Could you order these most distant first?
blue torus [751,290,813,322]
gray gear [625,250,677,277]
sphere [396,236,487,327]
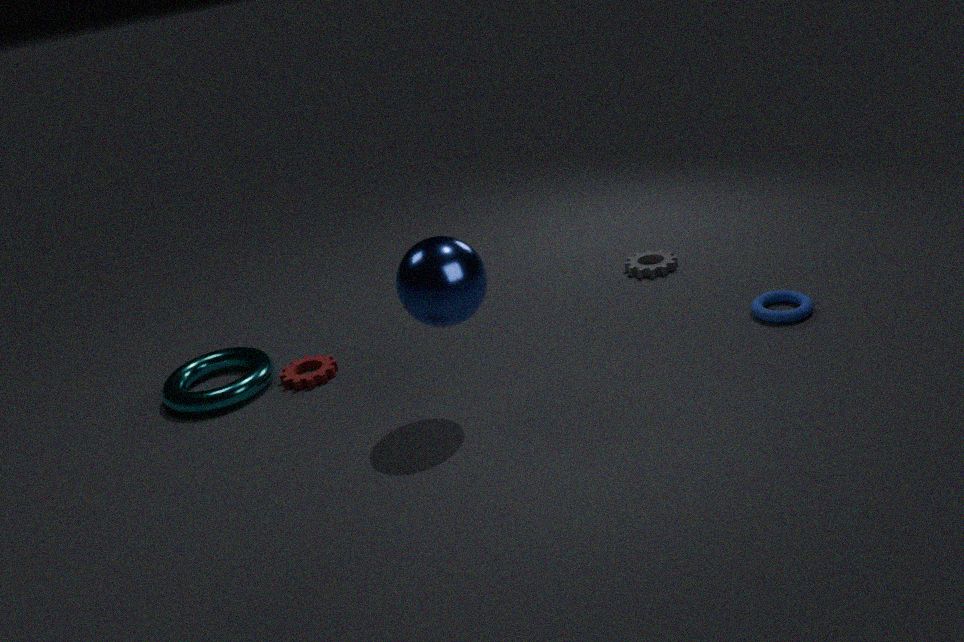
gray gear [625,250,677,277] → blue torus [751,290,813,322] → sphere [396,236,487,327]
